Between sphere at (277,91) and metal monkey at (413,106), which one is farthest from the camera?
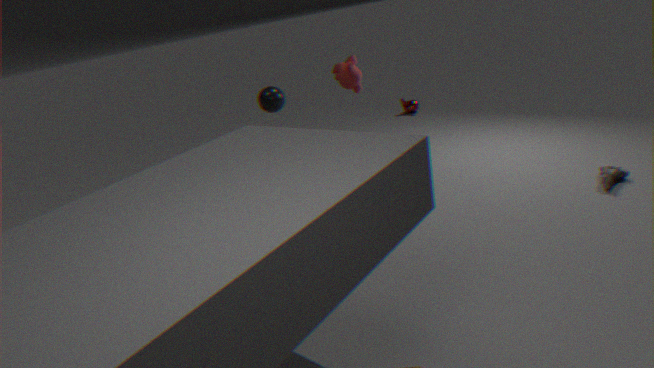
metal monkey at (413,106)
